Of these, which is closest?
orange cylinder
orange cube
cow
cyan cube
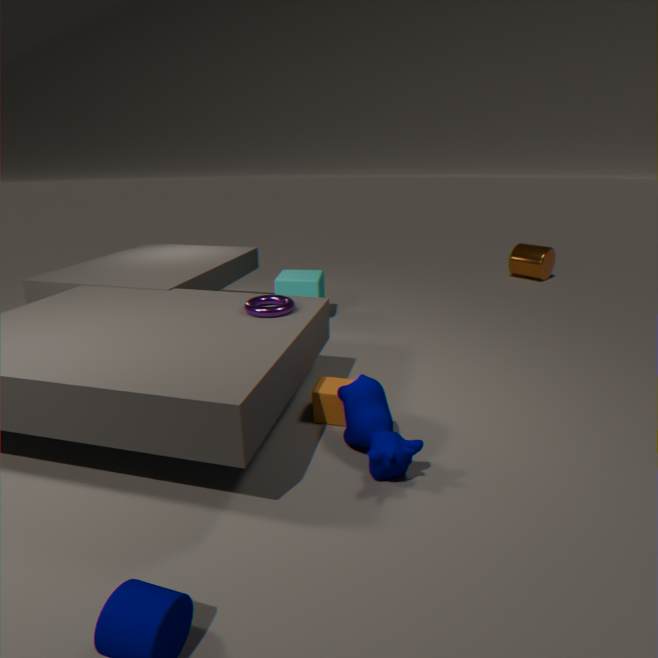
cow
